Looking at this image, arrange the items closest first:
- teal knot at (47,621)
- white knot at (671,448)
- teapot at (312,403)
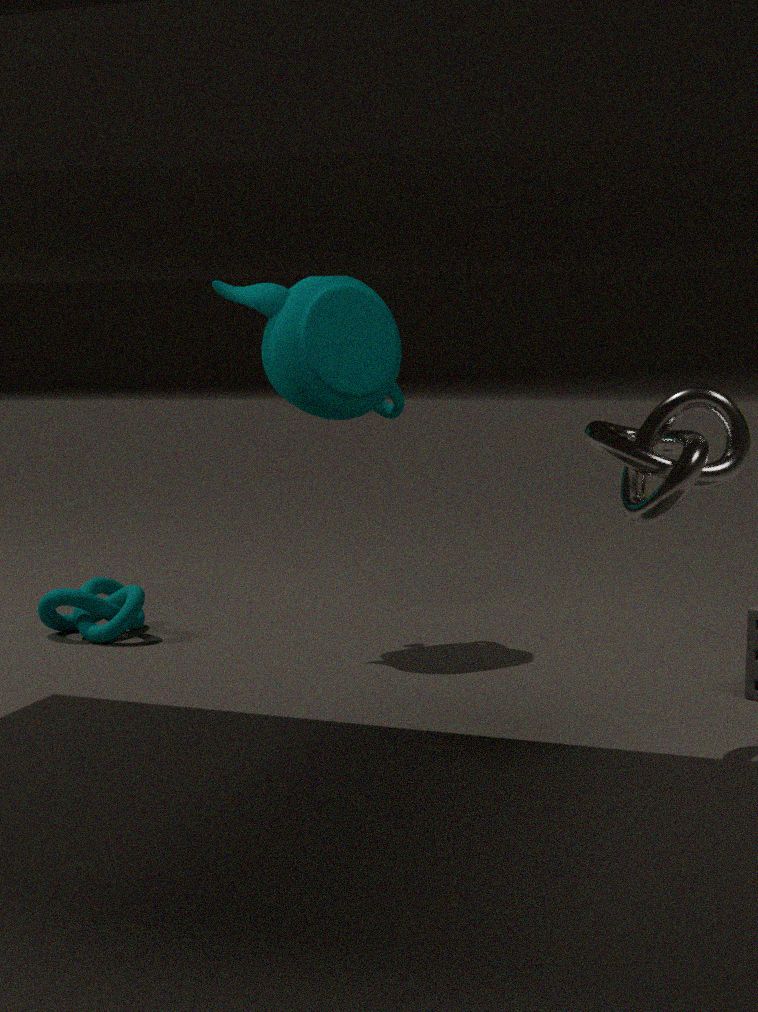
white knot at (671,448)
teapot at (312,403)
teal knot at (47,621)
